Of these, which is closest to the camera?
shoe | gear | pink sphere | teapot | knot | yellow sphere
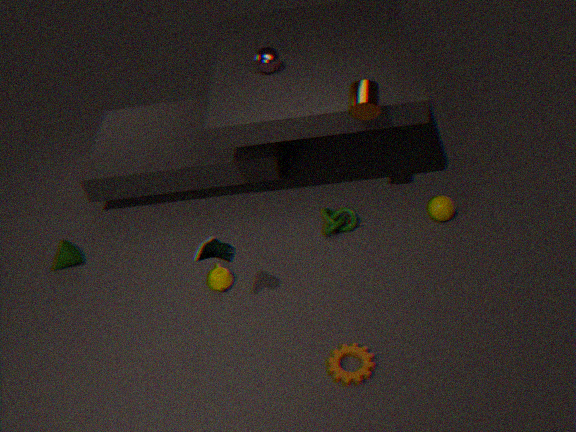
shoe
